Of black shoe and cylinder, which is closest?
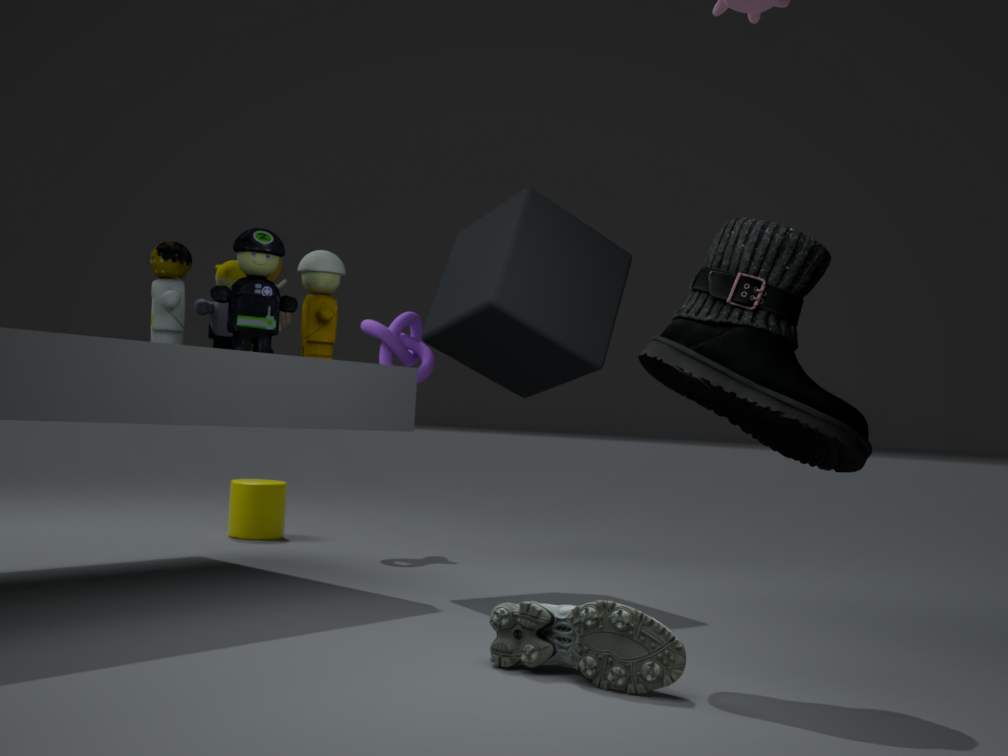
black shoe
